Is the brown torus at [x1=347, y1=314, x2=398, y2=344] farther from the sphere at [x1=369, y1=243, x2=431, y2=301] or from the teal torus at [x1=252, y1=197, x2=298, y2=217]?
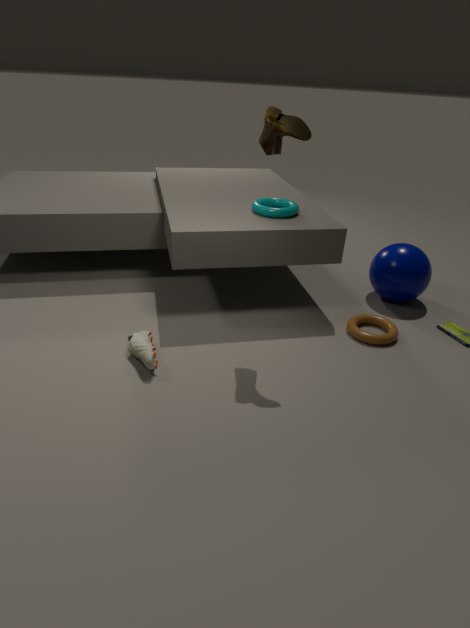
the teal torus at [x1=252, y1=197, x2=298, y2=217]
